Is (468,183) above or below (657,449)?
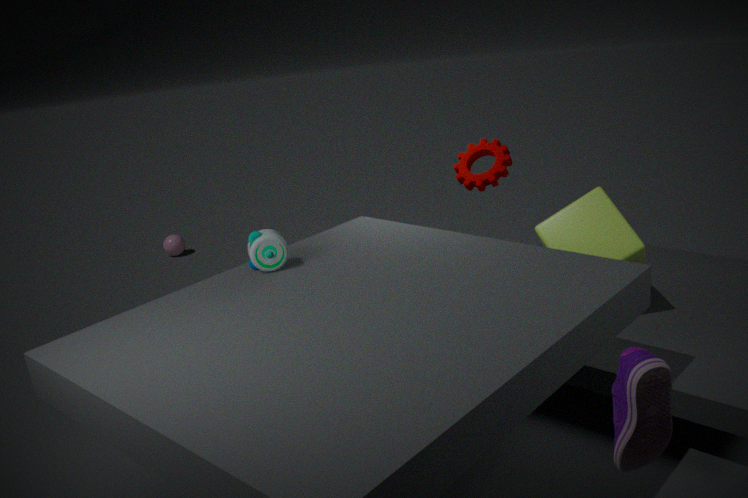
above
